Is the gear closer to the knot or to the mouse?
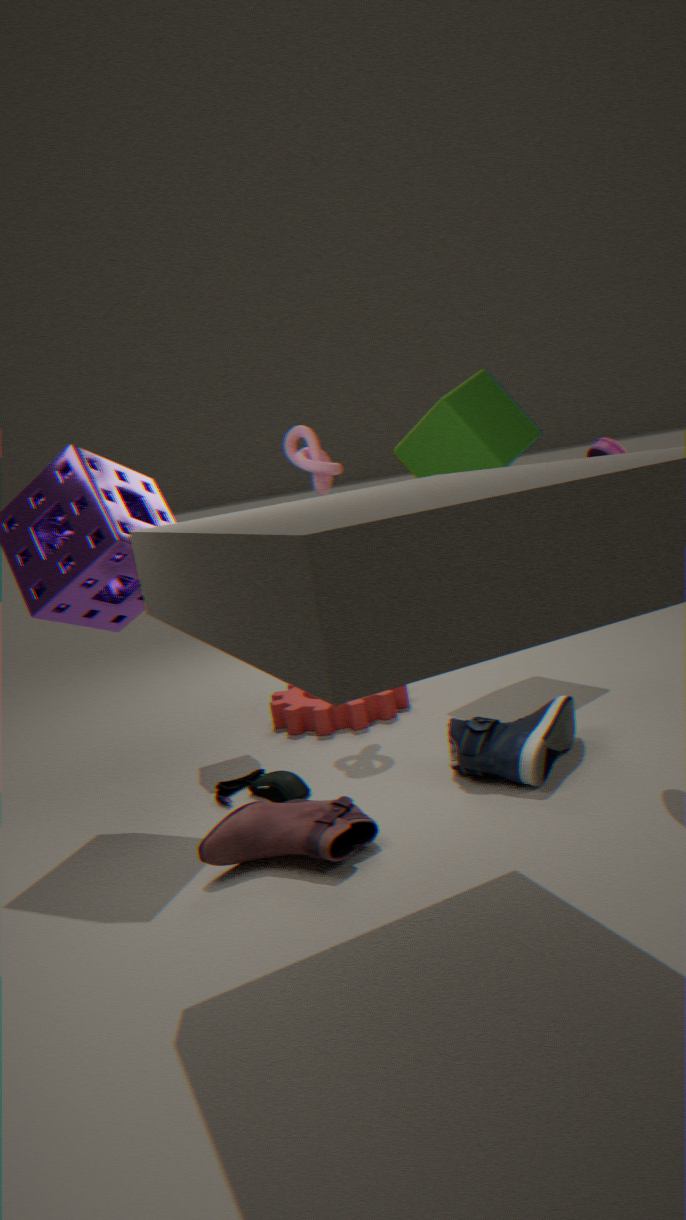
the mouse
